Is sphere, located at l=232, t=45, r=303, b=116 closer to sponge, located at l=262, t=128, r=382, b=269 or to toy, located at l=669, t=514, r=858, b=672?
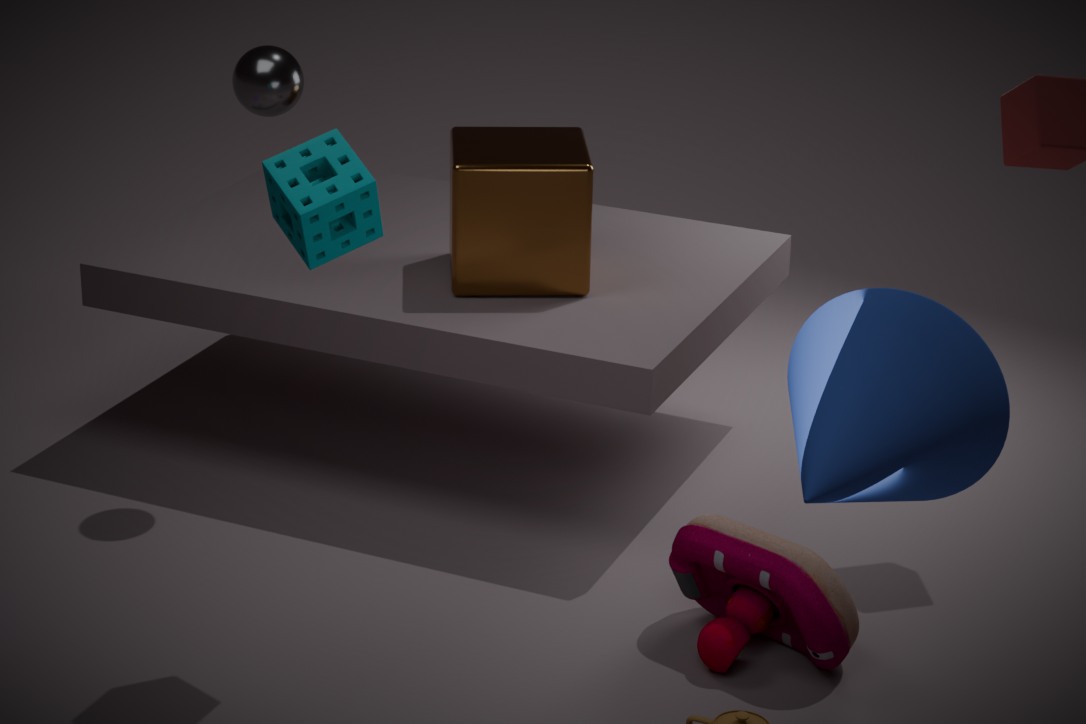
sponge, located at l=262, t=128, r=382, b=269
